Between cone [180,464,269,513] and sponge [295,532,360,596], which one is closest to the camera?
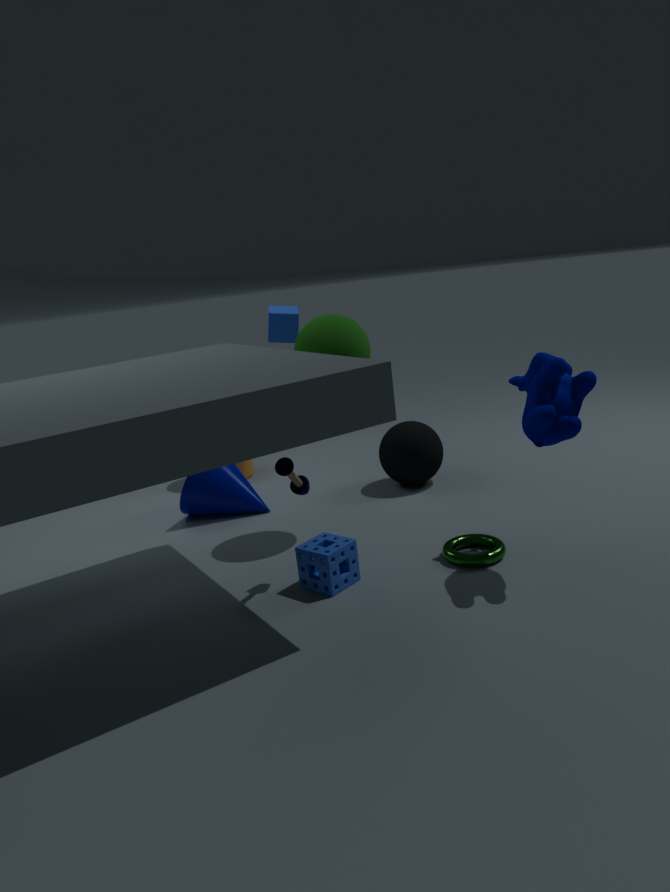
sponge [295,532,360,596]
